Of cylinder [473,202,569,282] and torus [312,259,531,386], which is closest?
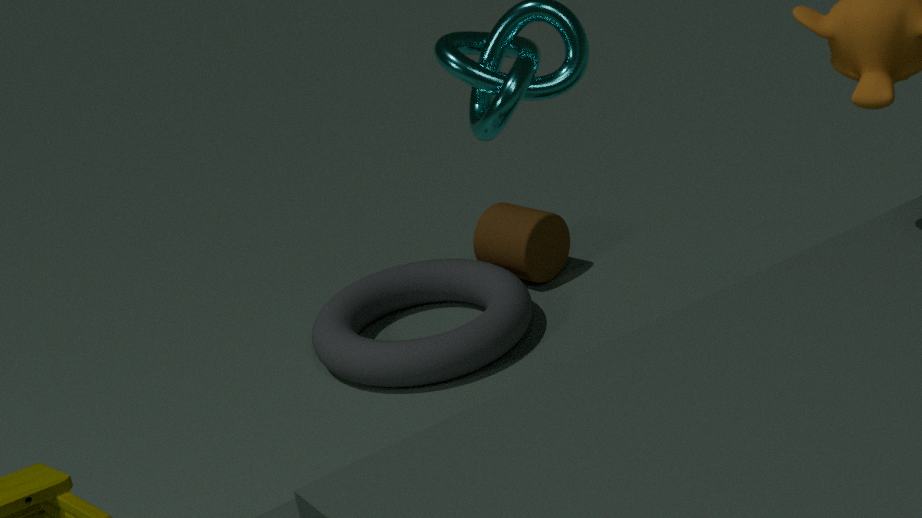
torus [312,259,531,386]
